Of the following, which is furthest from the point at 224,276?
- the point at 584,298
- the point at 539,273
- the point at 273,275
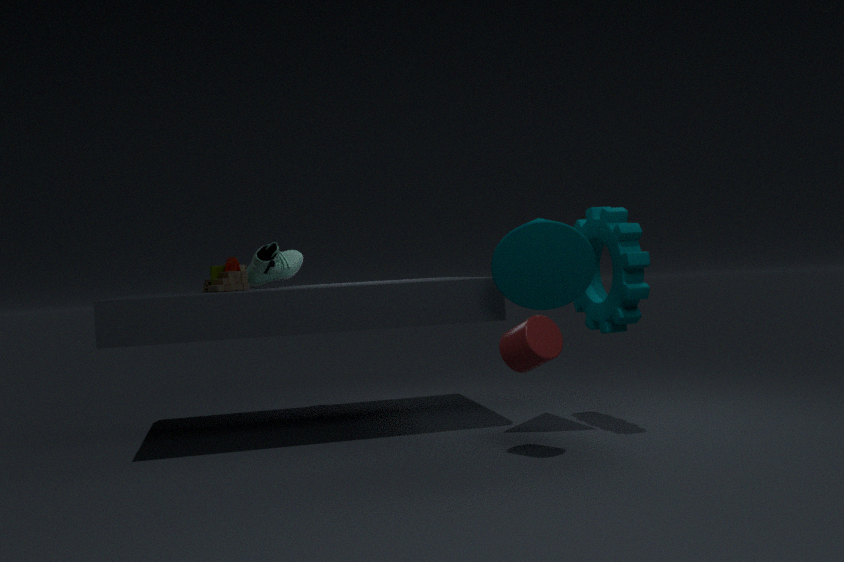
the point at 584,298
